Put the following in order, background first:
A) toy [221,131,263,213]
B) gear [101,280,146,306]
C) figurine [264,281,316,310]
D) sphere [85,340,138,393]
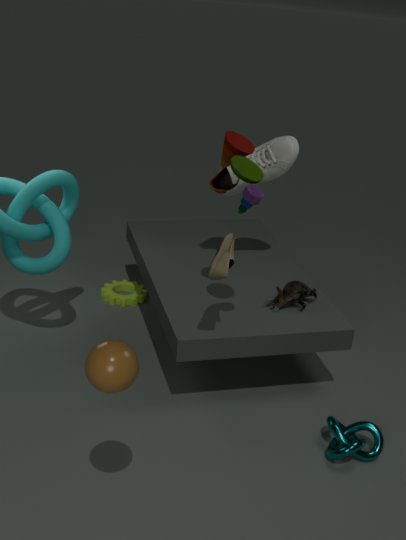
gear [101,280,146,306]
figurine [264,281,316,310]
toy [221,131,263,213]
sphere [85,340,138,393]
